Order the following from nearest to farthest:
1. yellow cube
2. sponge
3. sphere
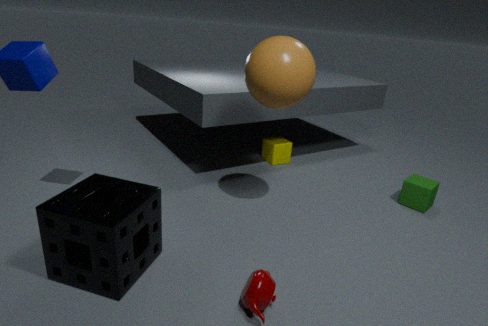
sponge, sphere, yellow cube
